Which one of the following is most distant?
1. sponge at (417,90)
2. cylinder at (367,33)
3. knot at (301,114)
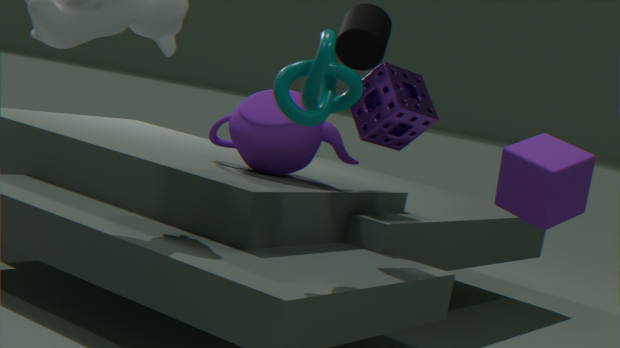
cylinder at (367,33)
